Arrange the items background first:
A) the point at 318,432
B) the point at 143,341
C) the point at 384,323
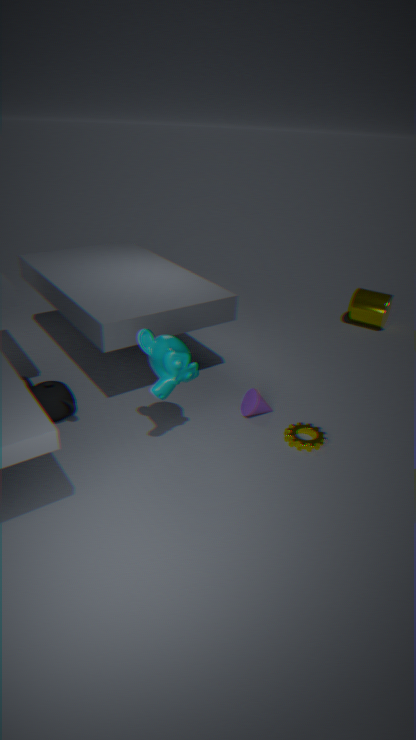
the point at 384,323, the point at 318,432, the point at 143,341
